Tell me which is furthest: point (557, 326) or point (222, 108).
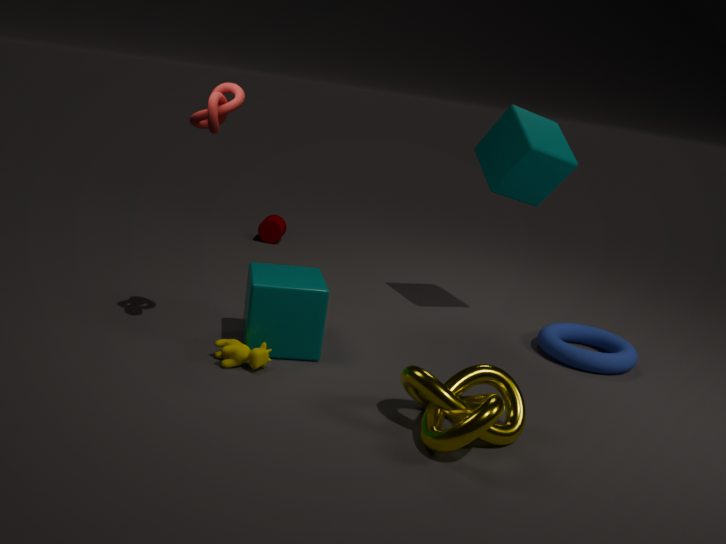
point (557, 326)
